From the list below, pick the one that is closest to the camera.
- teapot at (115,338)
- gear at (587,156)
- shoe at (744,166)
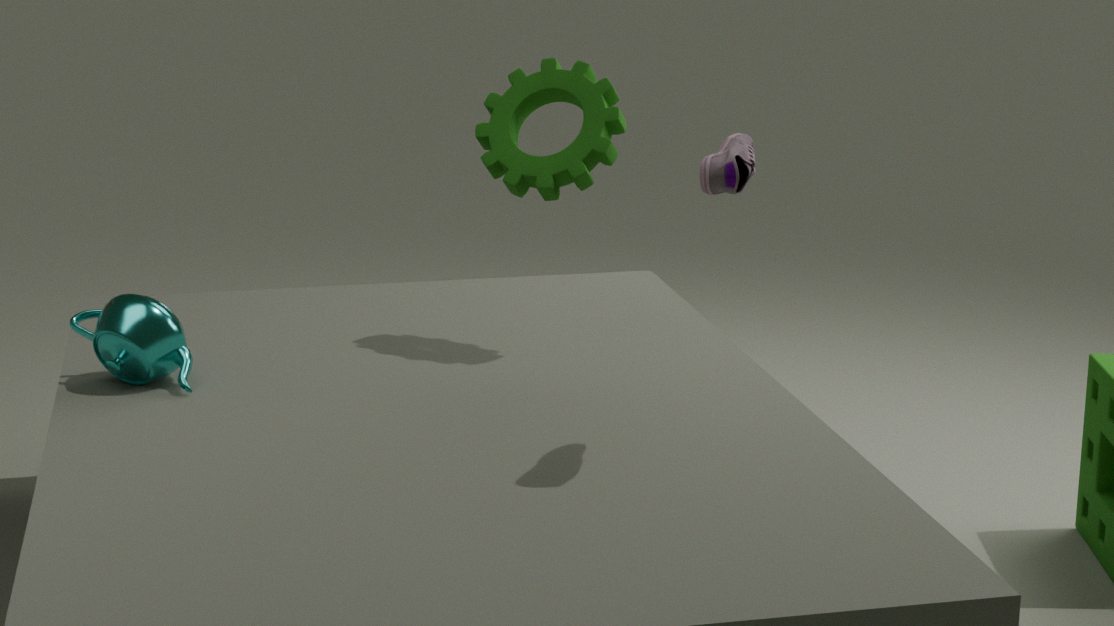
shoe at (744,166)
